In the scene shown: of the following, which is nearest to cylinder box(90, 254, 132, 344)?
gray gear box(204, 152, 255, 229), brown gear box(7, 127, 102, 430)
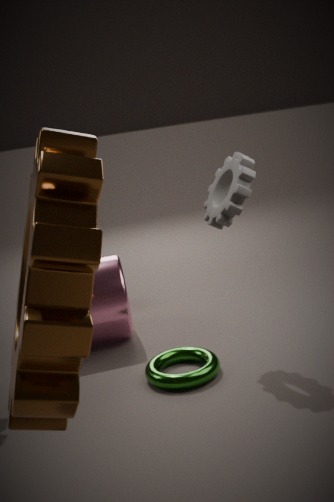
gray gear box(204, 152, 255, 229)
